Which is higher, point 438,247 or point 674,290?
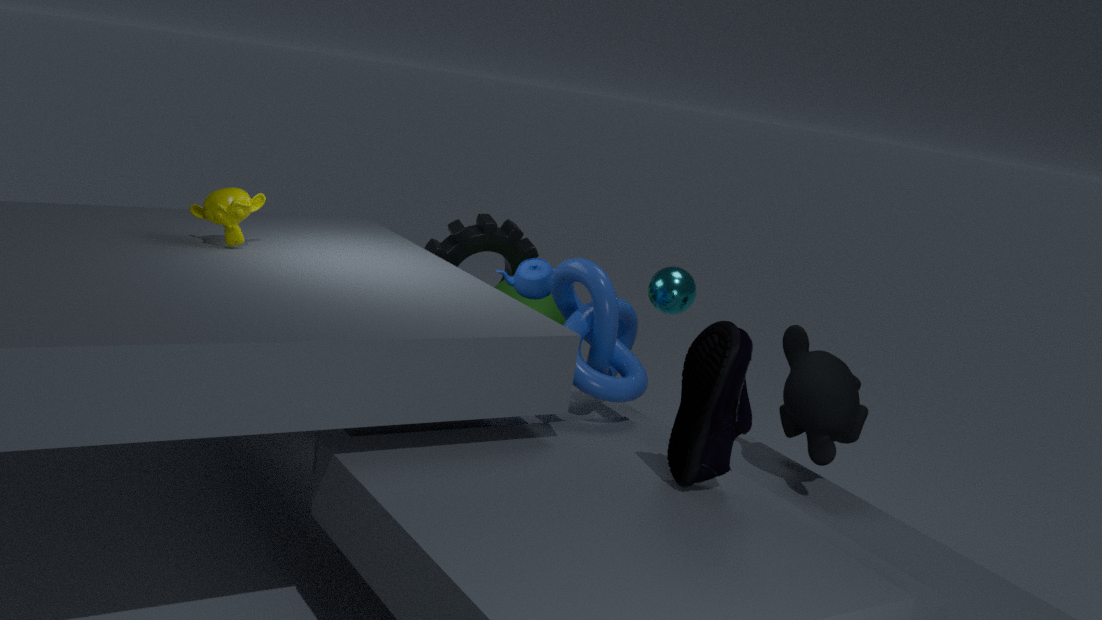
point 674,290
